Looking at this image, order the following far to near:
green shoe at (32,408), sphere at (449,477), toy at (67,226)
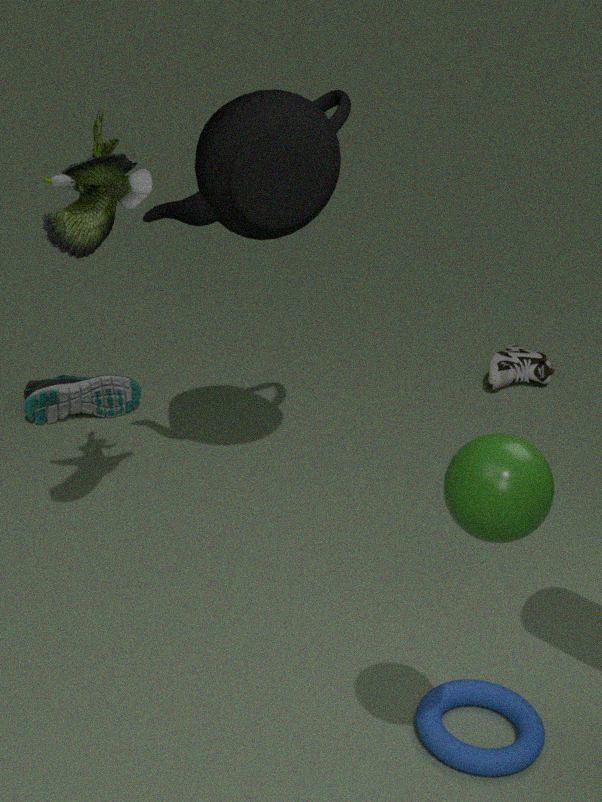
green shoe at (32,408)
toy at (67,226)
sphere at (449,477)
